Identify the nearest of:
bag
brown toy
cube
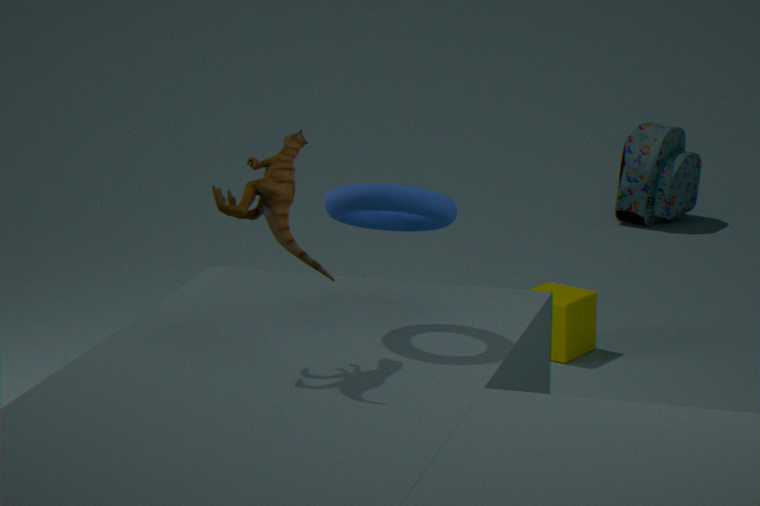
brown toy
